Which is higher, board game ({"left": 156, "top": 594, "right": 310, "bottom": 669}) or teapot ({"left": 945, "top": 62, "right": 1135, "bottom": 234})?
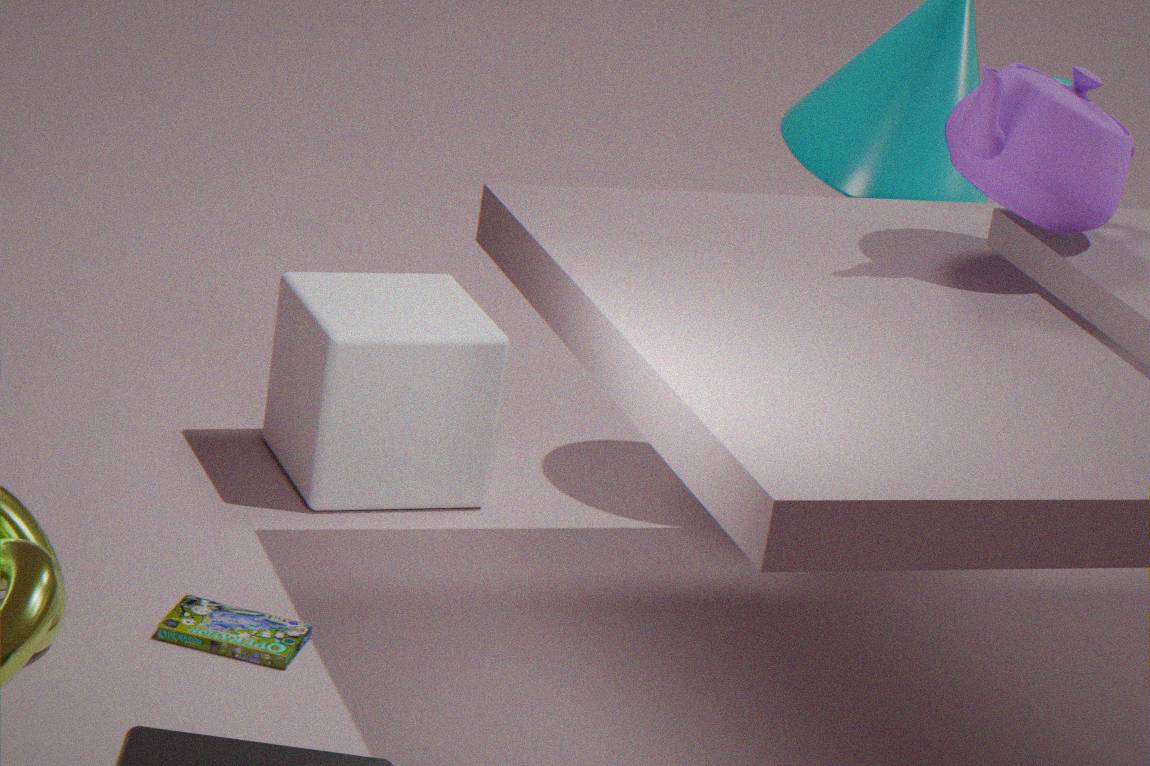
teapot ({"left": 945, "top": 62, "right": 1135, "bottom": 234})
